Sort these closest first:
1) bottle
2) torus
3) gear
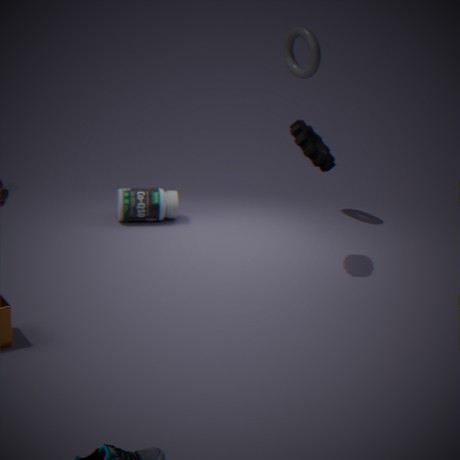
3. gear, 2. torus, 1. bottle
